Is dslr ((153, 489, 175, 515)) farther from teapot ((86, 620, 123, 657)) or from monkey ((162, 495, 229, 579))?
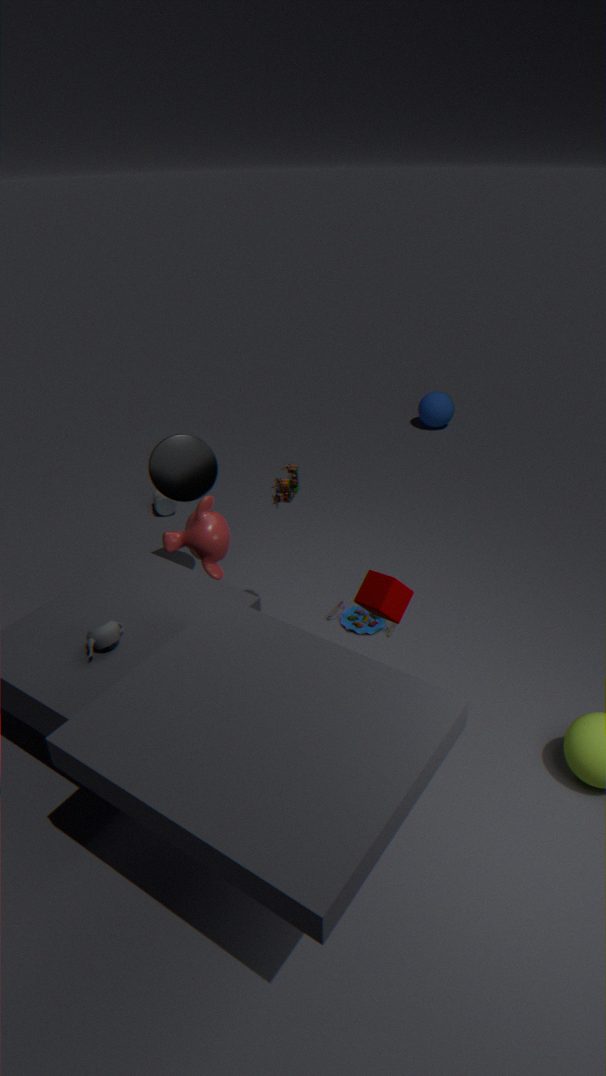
teapot ((86, 620, 123, 657))
